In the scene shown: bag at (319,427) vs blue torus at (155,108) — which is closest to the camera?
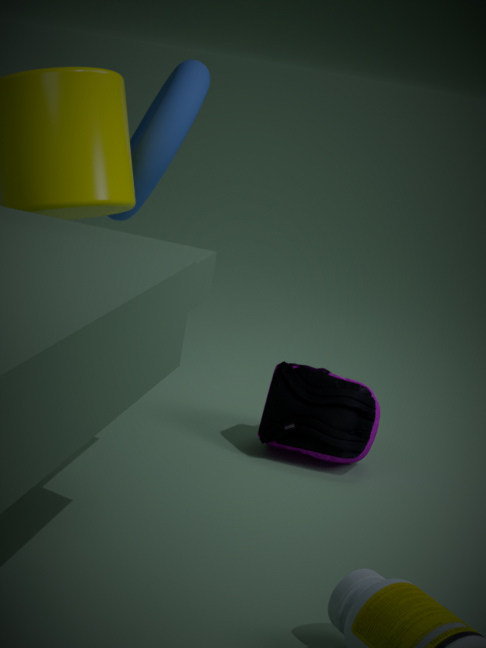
bag at (319,427)
